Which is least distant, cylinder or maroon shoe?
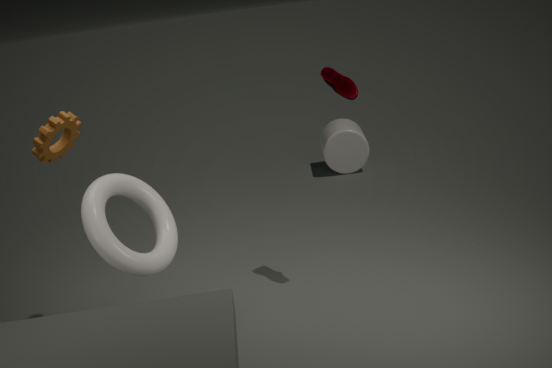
maroon shoe
